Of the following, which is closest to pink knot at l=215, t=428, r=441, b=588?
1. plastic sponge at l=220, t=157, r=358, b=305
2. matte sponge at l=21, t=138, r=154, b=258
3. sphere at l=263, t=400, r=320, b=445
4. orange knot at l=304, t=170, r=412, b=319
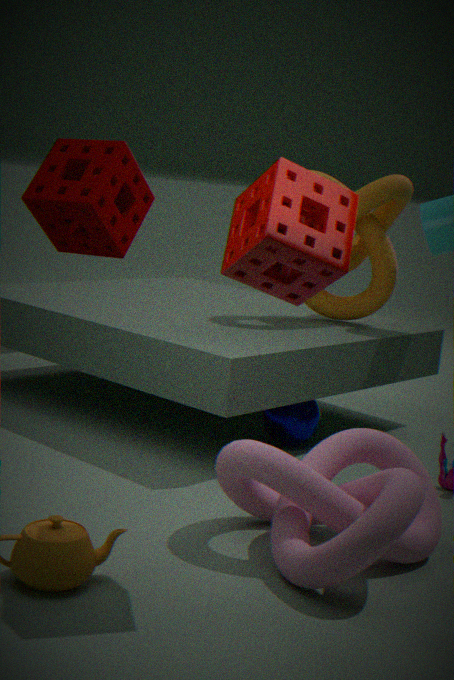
plastic sponge at l=220, t=157, r=358, b=305
